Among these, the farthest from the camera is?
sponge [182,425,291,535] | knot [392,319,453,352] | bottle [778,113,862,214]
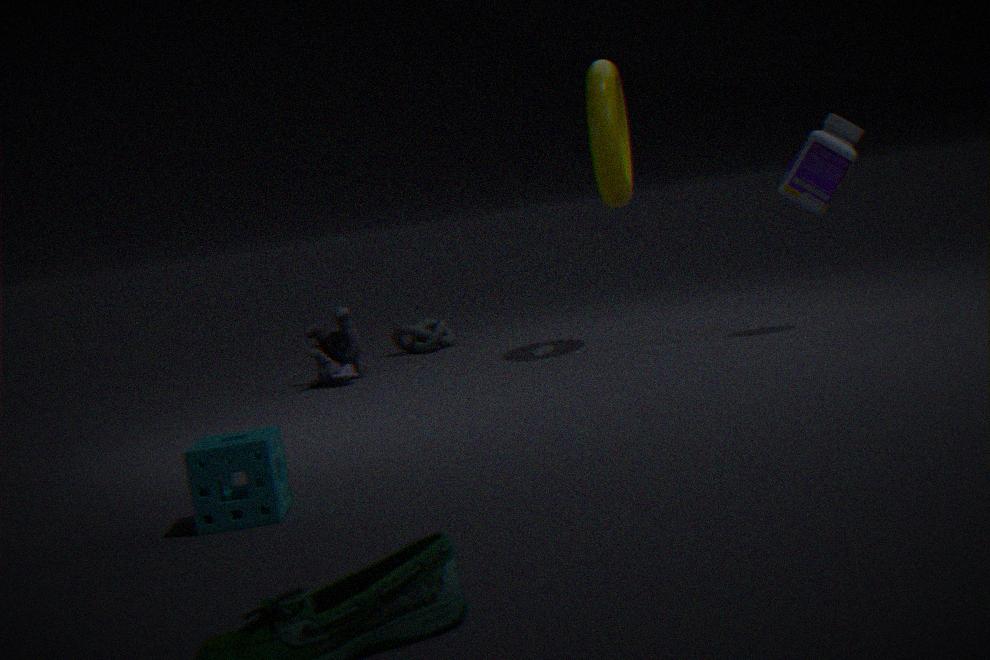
knot [392,319,453,352]
